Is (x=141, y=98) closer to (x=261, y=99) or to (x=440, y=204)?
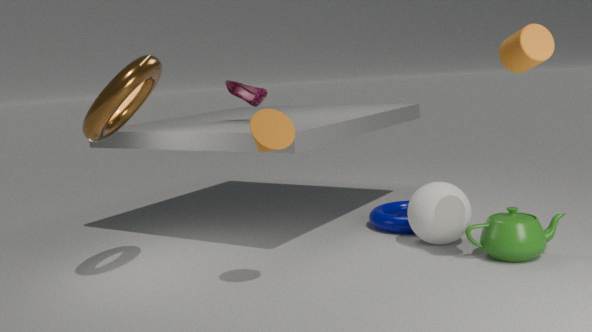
(x=261, y=99)
